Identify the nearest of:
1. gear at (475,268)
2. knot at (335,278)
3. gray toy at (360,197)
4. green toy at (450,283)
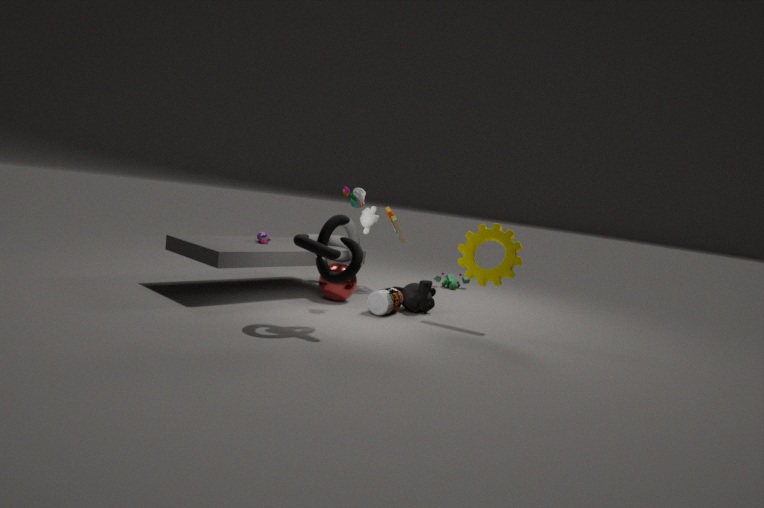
knot at (335,278)
